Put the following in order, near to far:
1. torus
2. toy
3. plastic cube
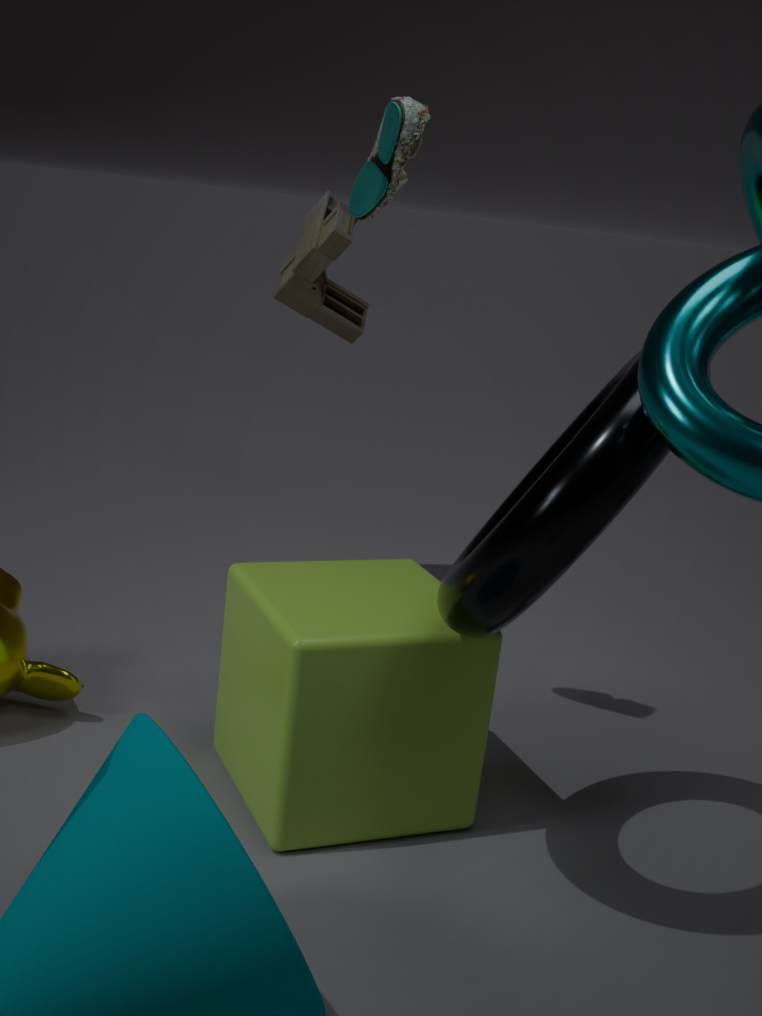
torus, plastic cube, toy
